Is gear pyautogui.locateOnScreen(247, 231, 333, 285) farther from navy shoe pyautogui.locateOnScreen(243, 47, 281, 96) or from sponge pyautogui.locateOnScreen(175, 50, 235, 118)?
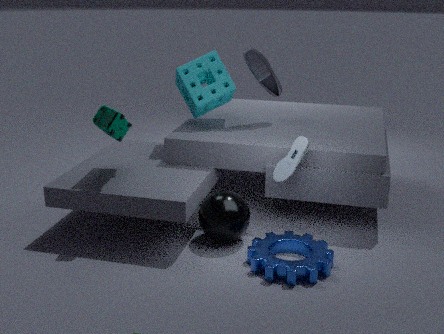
navy shoe pyautogui.locateOnScreen(243, 47, 281, 96)
